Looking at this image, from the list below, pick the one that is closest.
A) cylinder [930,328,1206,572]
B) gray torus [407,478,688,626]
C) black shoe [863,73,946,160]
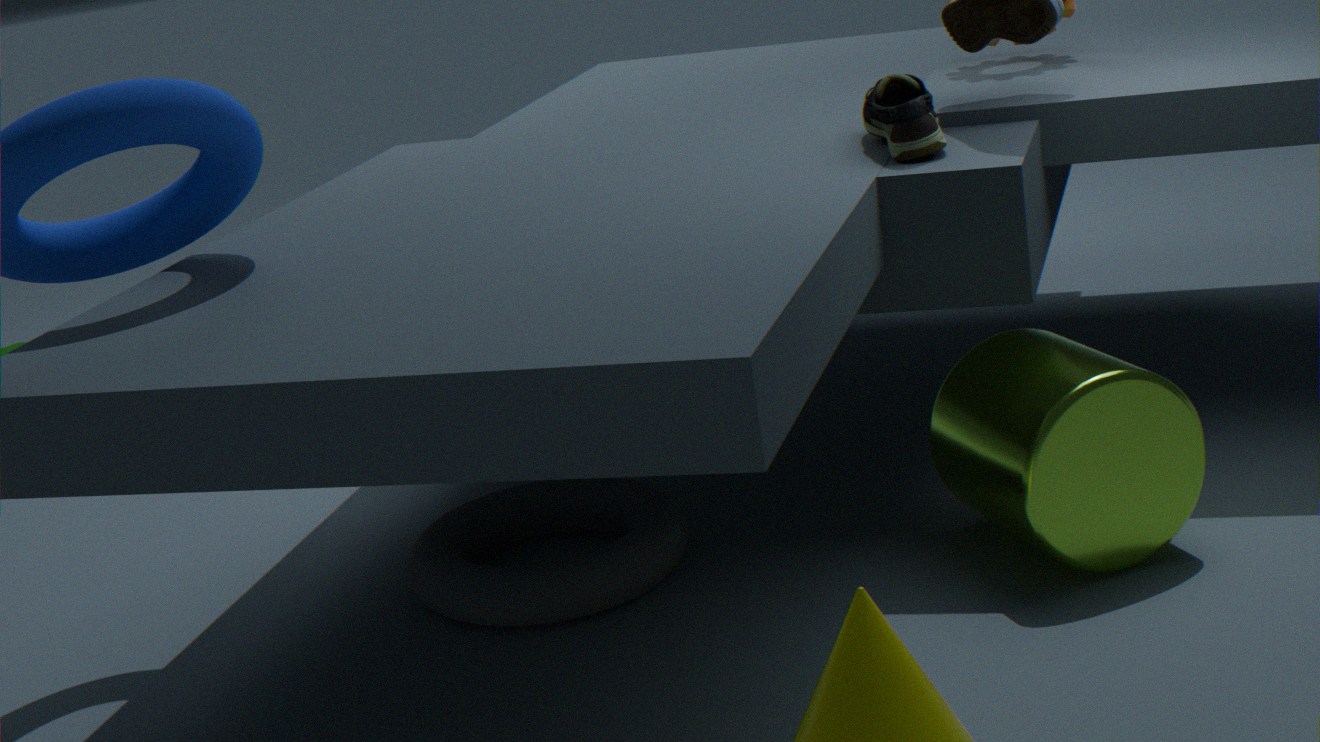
cylinder [930,328,1206,572]
